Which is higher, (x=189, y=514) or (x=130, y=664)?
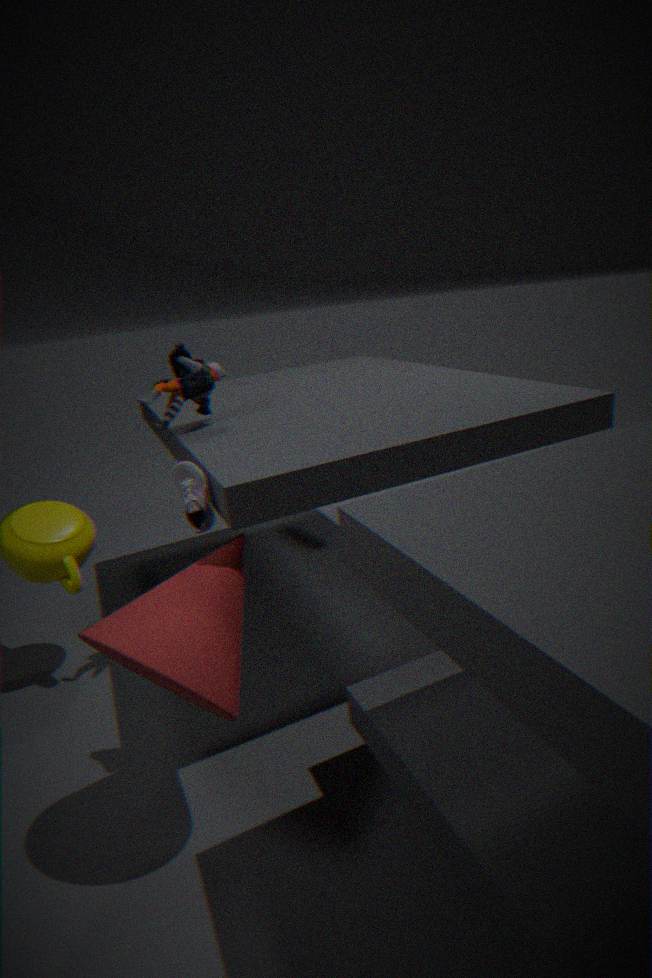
(x=189, y=514)
